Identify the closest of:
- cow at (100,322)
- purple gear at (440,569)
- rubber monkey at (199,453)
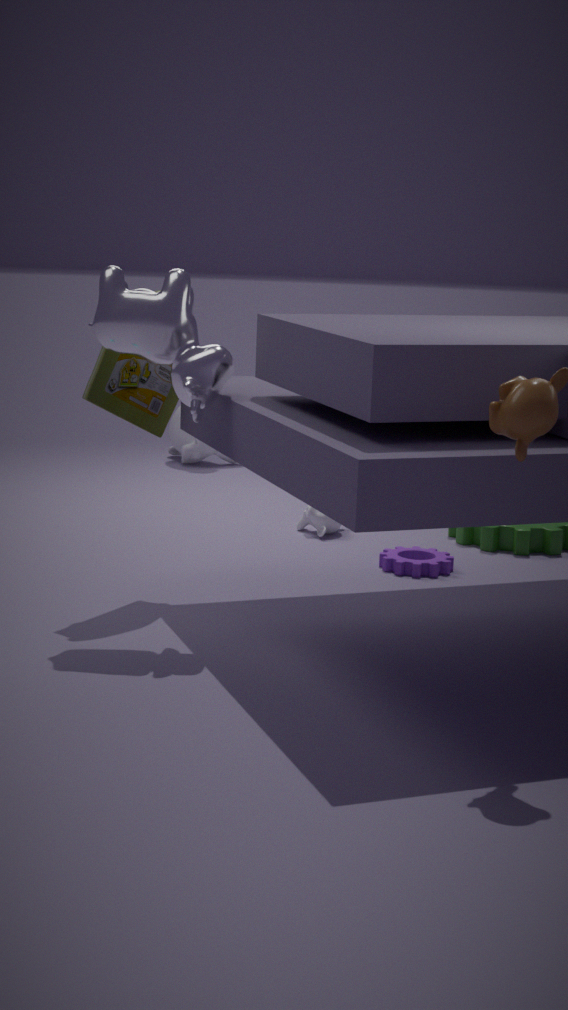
cow at (100,322)
